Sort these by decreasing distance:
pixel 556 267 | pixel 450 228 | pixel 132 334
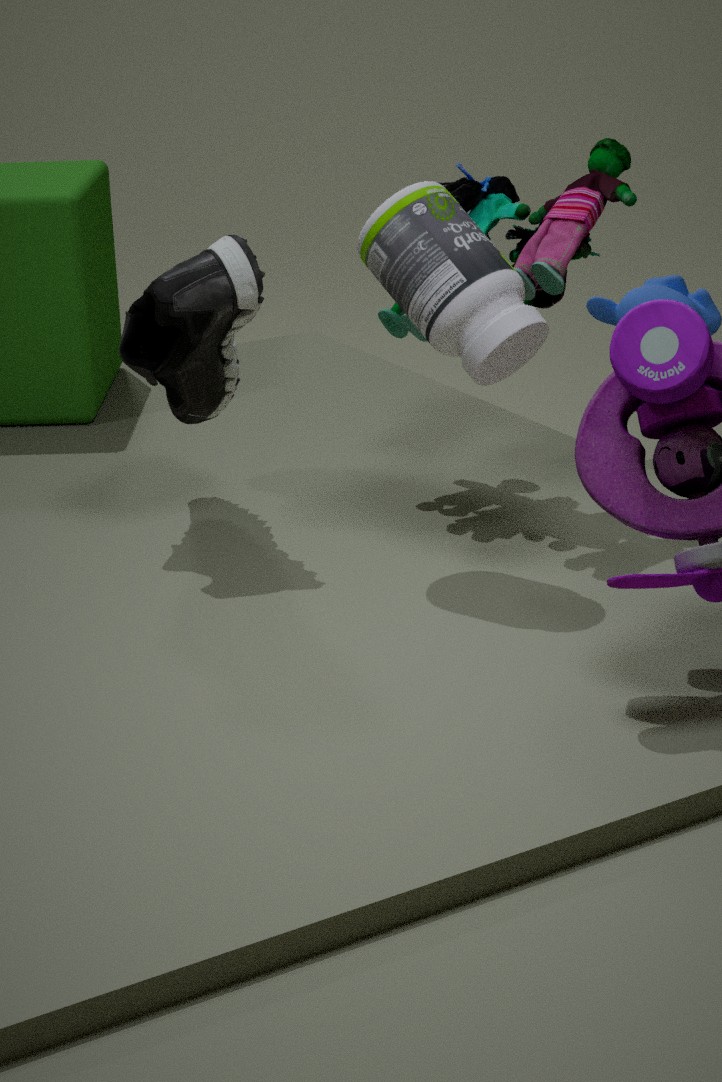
pixel 132 334 → pixel 556 267 → pixel 450 228
